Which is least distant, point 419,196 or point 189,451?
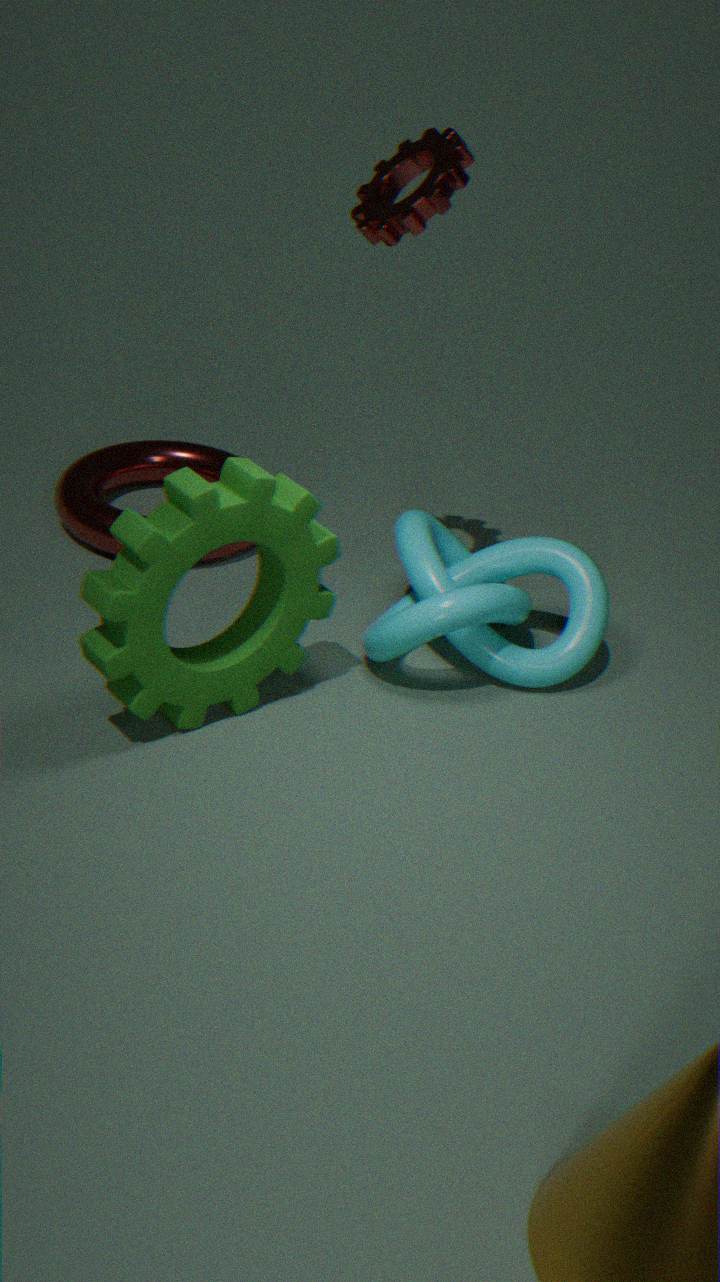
point 419,196
